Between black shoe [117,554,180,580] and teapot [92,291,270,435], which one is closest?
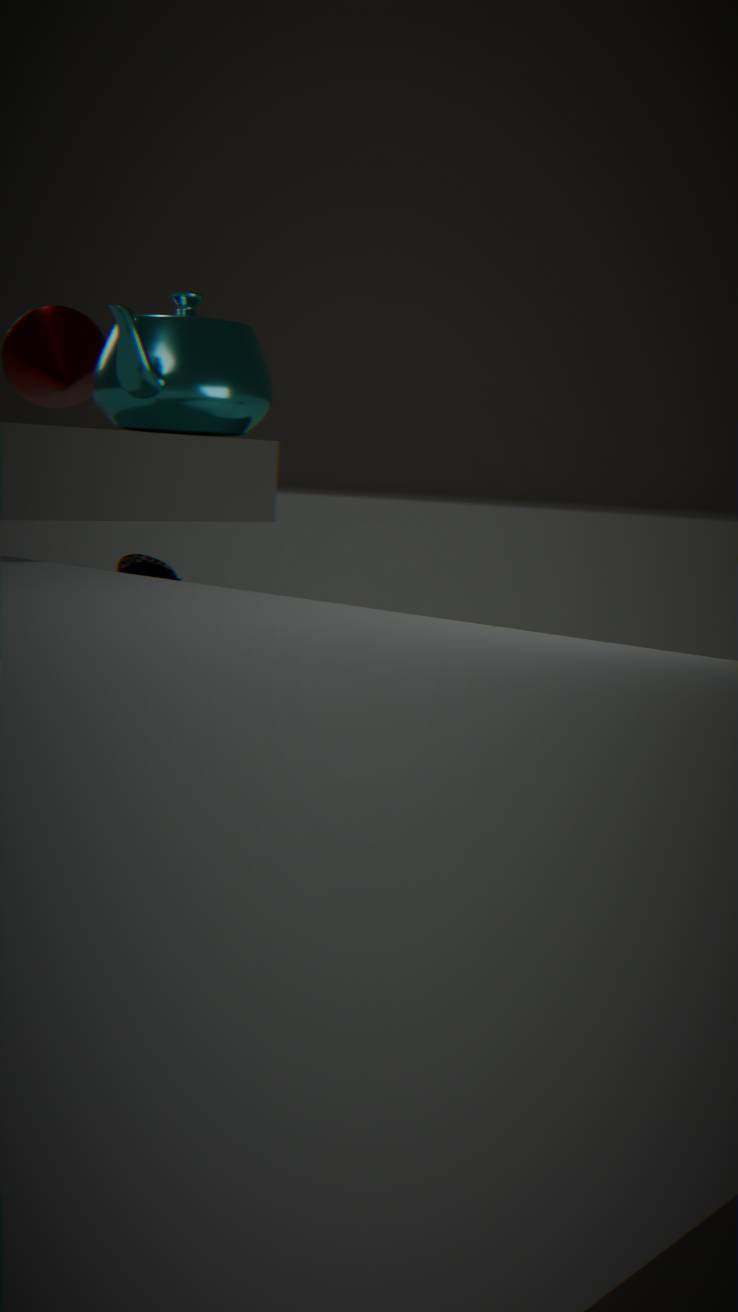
teapot [92,291,270,435]
